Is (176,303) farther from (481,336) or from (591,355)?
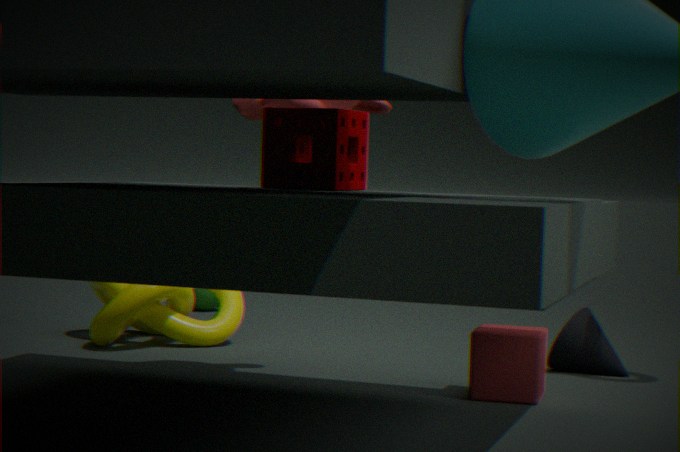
(591,355)
